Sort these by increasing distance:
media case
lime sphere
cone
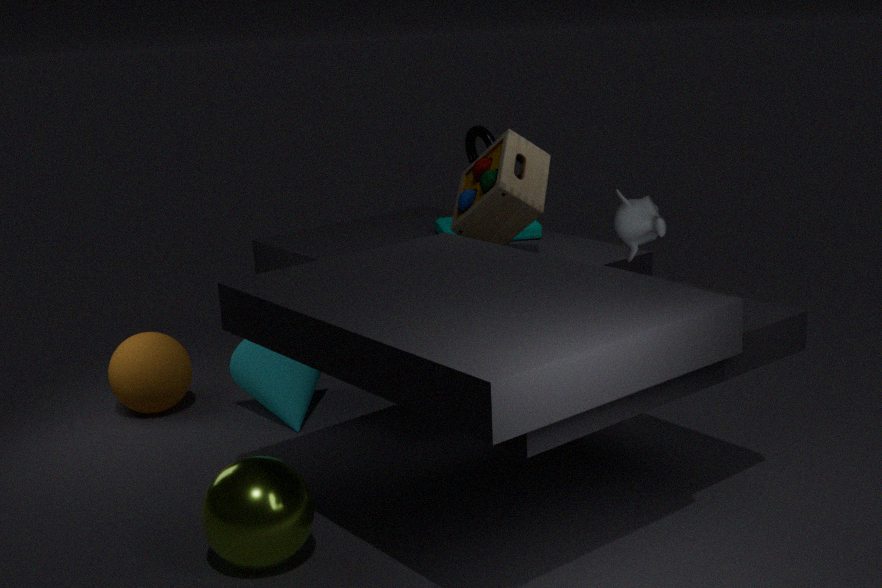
lime sphere, cone, media case
